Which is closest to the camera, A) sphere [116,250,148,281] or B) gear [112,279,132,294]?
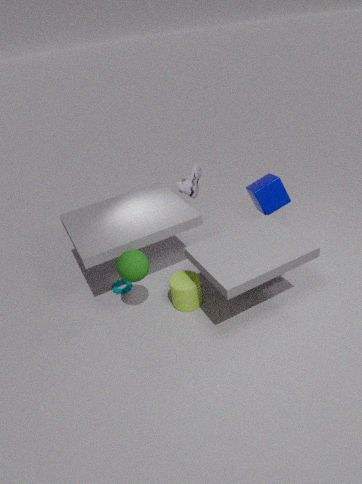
A. sphere [116,250,148,281]
